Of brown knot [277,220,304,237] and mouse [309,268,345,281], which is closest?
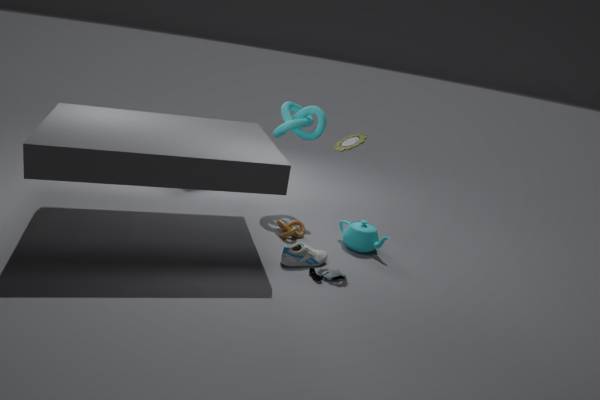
mouse [309,268,345,281]
